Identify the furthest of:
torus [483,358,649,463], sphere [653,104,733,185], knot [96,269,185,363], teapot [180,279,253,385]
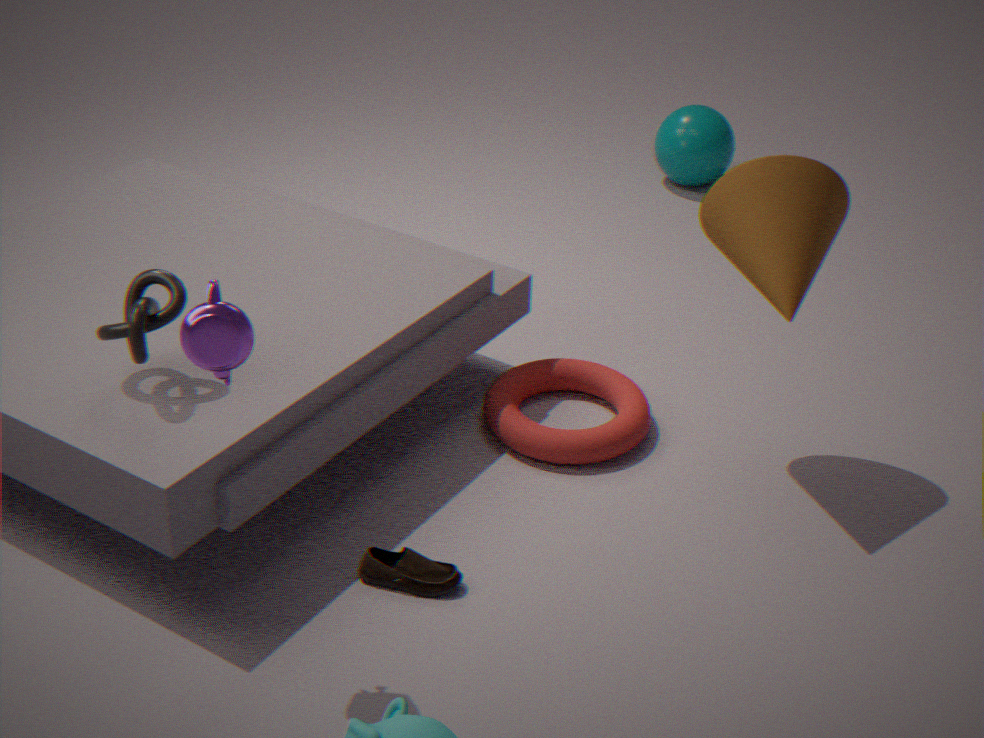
sphere [653,104,733,185]
